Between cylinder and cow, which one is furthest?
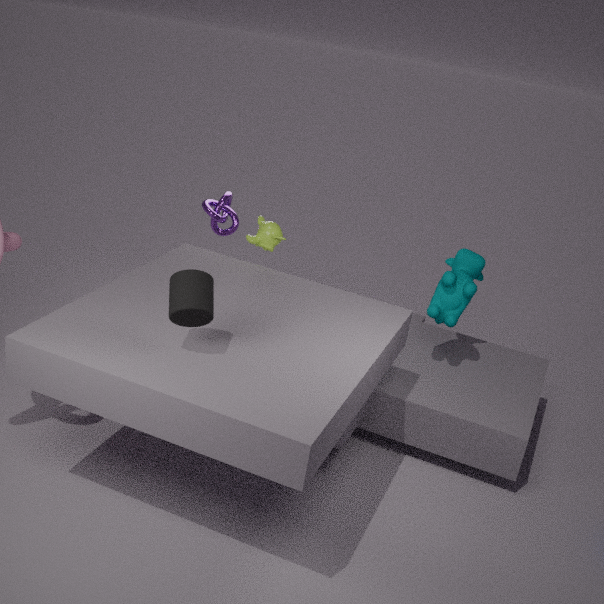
cow
